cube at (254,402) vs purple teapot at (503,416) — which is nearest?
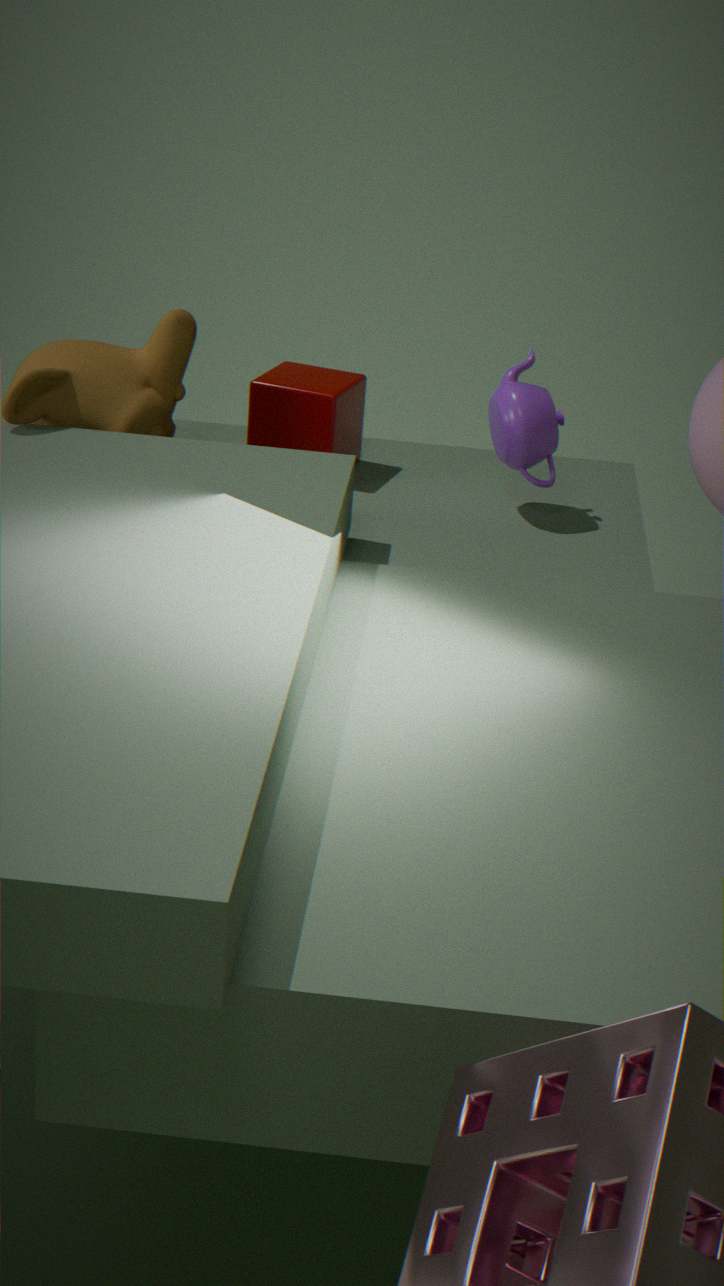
purple teapot at (503,416)
